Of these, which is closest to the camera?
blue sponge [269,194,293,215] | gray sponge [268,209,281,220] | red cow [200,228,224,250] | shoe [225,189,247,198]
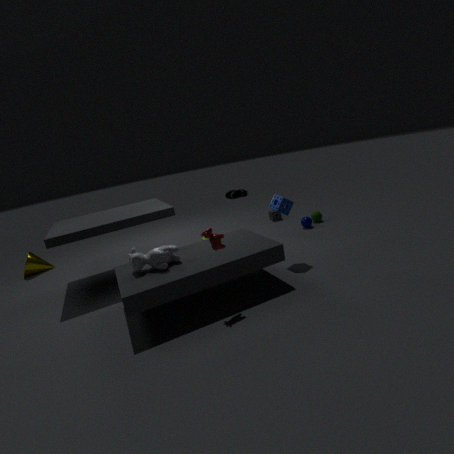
red cow [200,228,224,250]
